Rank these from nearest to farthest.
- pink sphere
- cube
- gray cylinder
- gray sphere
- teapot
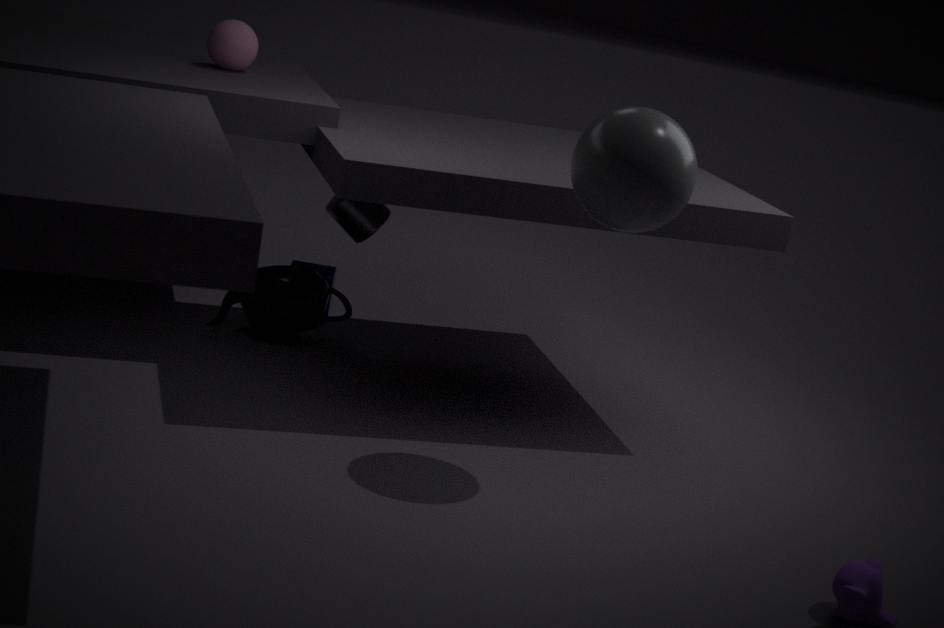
gray sphere
pink sphere
teapot
gray cylinder
cube
